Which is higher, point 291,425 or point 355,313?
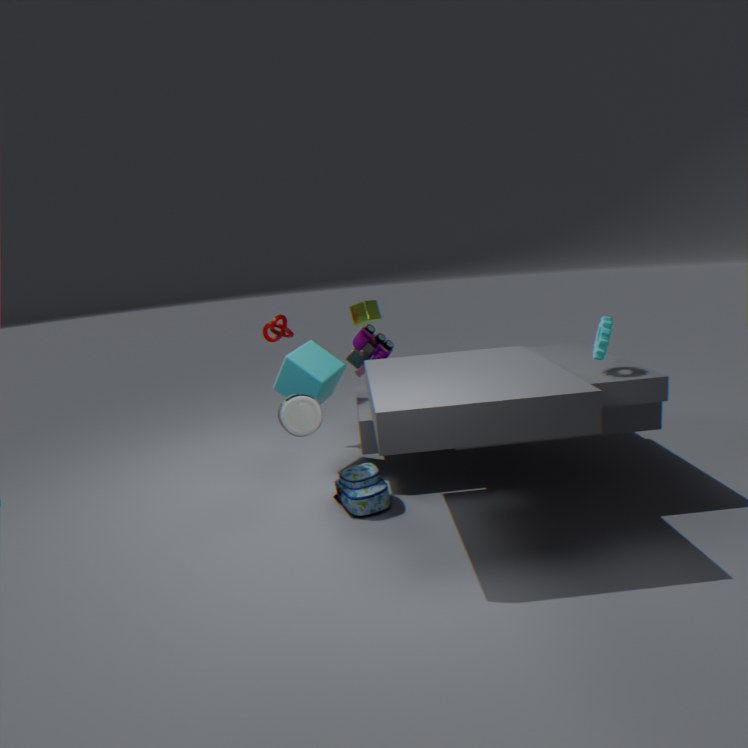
point 355,313
